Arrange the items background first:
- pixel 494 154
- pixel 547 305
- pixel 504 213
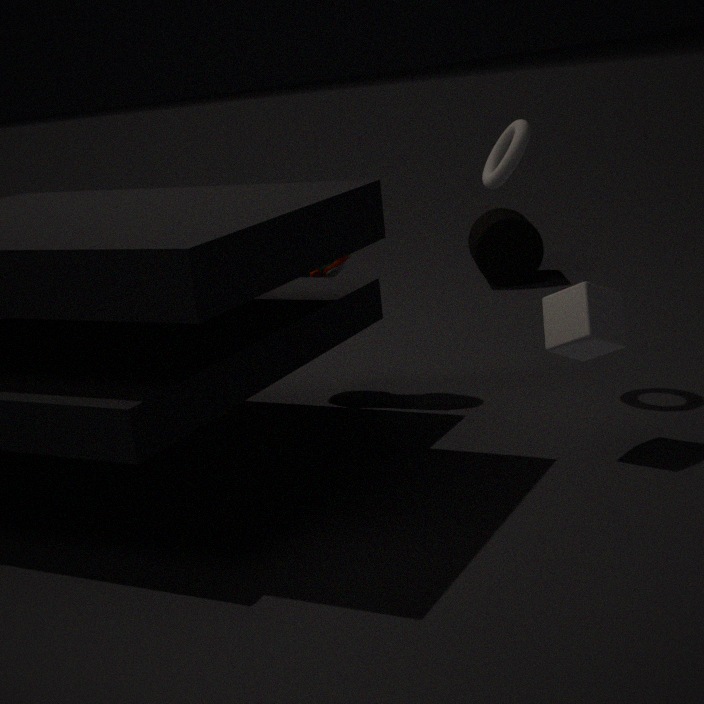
pixel 504 213 < pixel 494 154 < pixel 547 305
